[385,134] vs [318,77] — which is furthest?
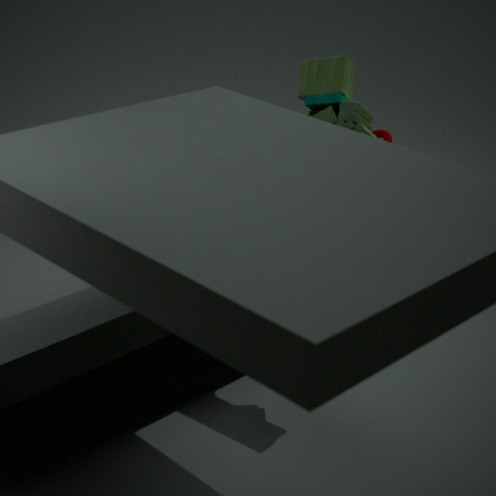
[385,134]
